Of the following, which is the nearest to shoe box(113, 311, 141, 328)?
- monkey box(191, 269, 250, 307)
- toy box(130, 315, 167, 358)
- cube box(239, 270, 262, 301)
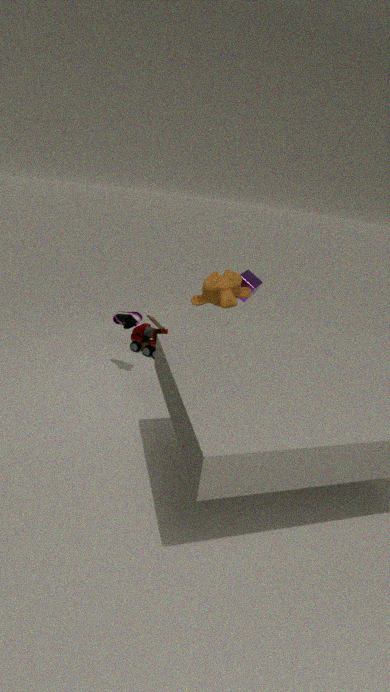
toy box(130, 315, 167, 358)
